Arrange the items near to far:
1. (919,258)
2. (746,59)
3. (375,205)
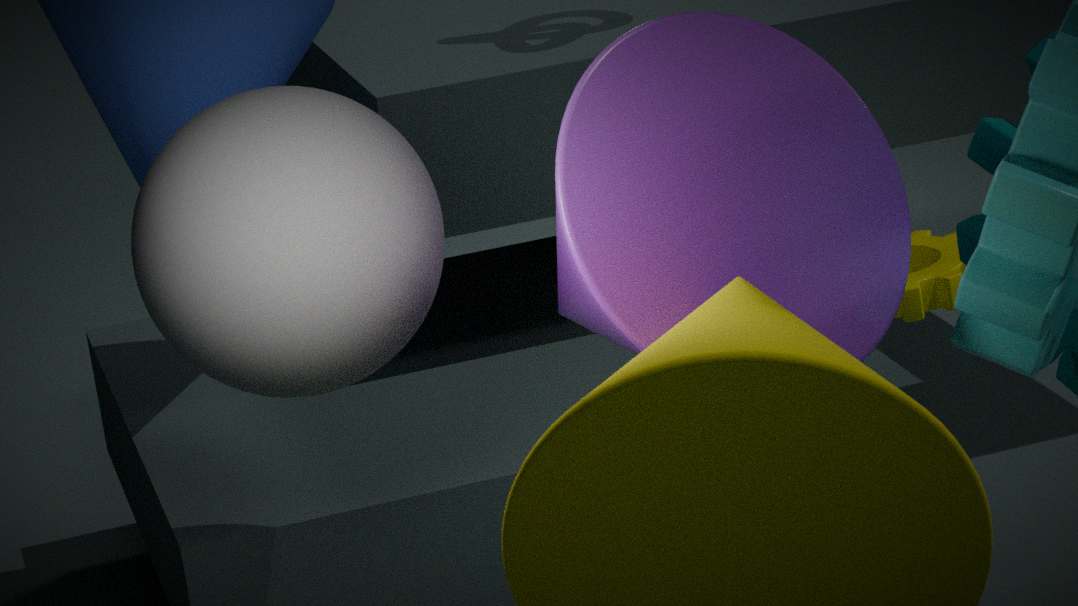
1. (746,59)
2. (375,205)
3. (919,258)
